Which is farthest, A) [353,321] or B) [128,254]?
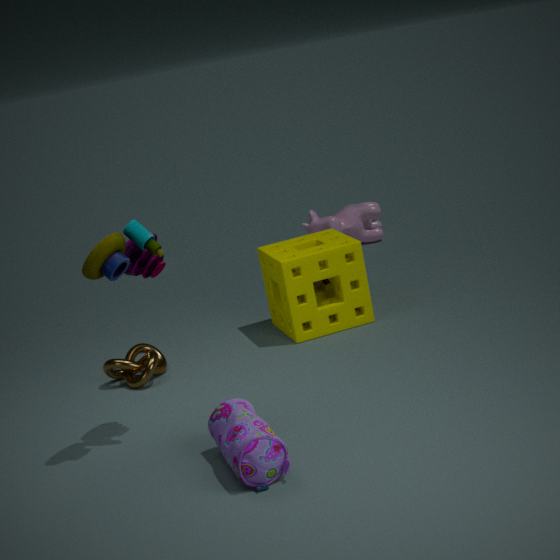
A. [353,321]
